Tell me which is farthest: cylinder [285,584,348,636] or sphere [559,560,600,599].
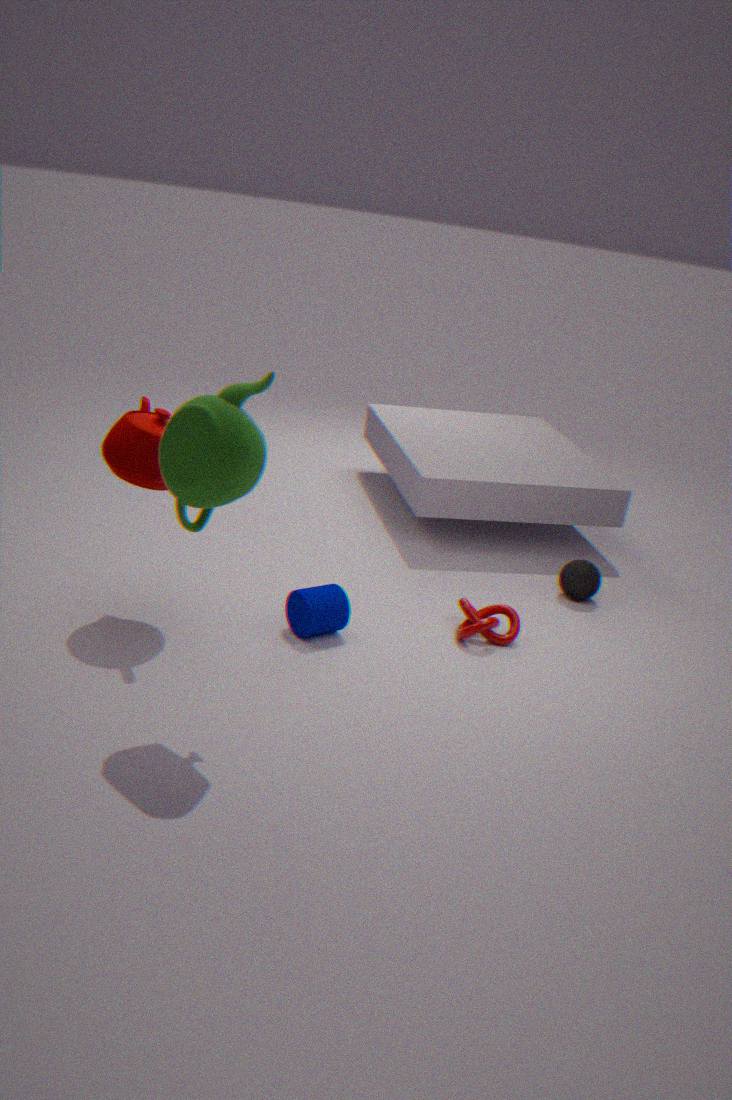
sphere [559,560,600,599]
